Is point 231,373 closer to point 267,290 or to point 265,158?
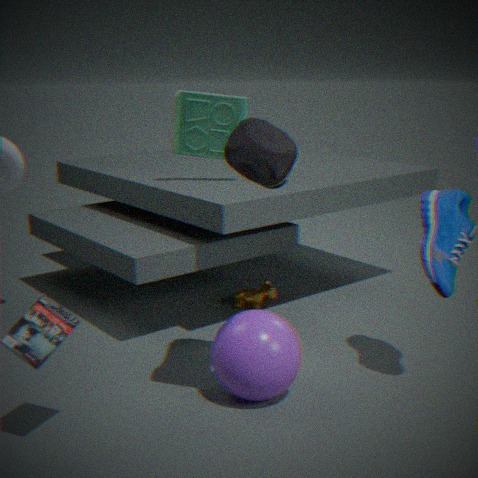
point 265,158
